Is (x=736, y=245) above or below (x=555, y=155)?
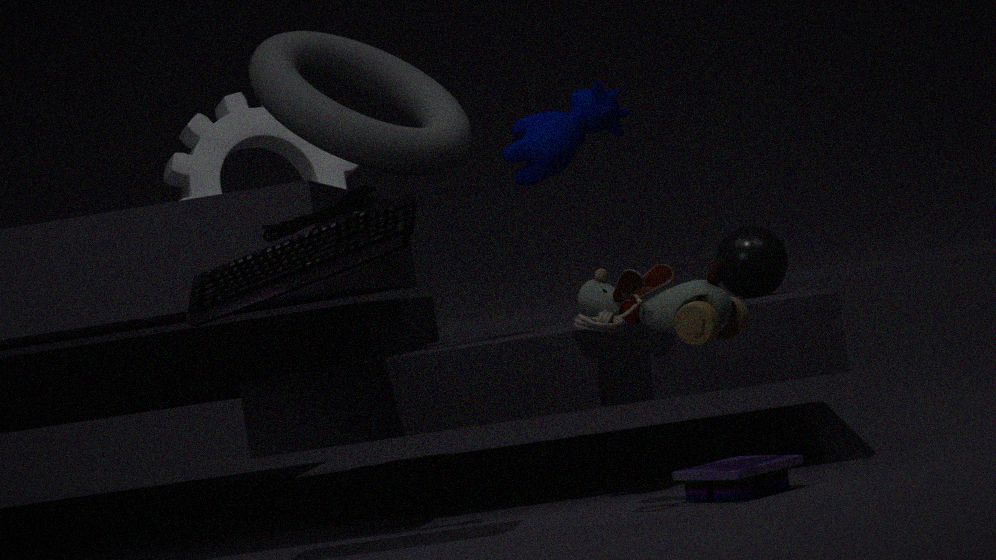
below
